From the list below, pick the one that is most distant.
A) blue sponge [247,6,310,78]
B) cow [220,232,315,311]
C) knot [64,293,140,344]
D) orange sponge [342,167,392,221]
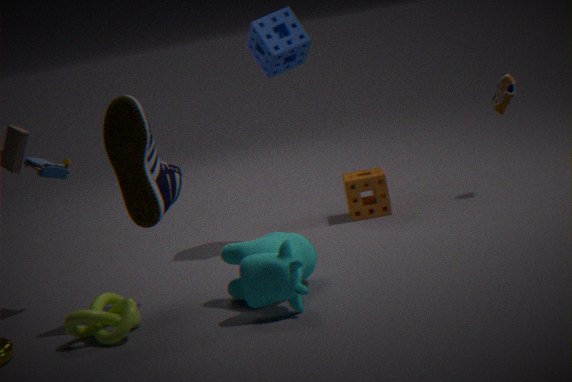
orange sponge [342,167,392,221]
